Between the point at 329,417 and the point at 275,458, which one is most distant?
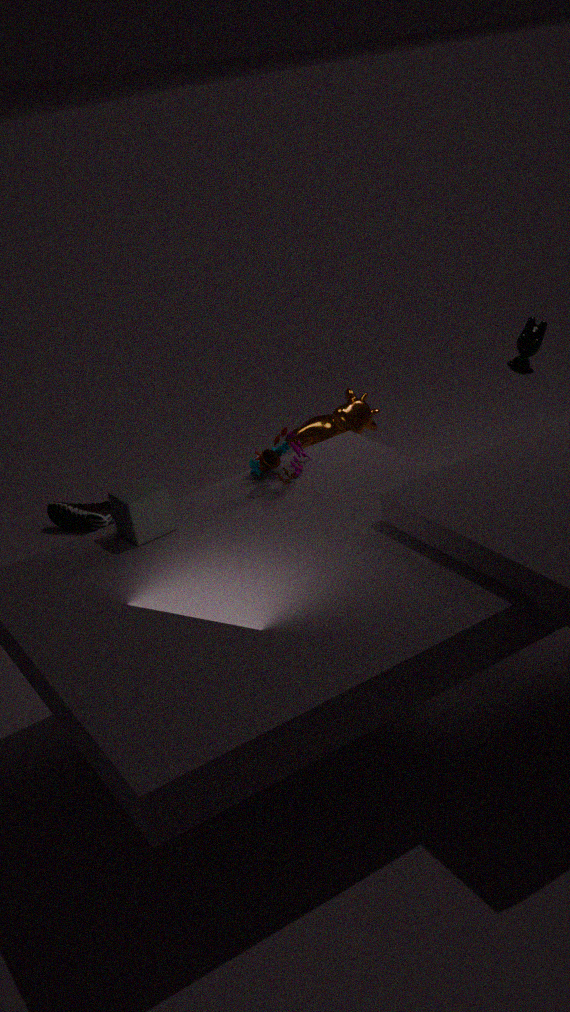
the point at 329,417
